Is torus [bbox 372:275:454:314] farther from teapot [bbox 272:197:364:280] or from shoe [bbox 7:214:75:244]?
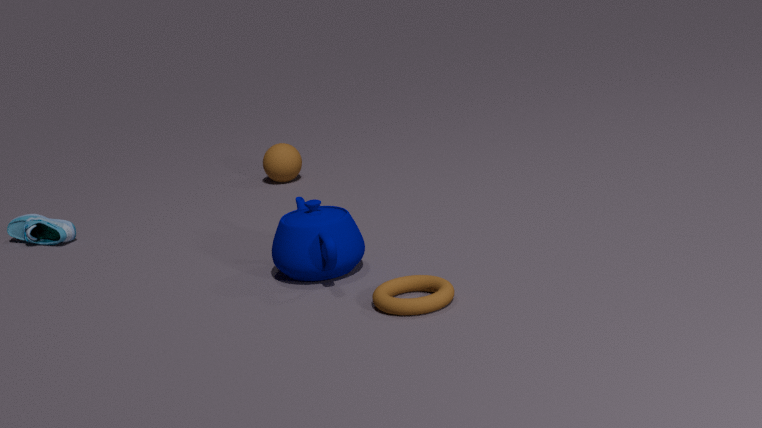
shoe [bbox 7:214:75:244]
